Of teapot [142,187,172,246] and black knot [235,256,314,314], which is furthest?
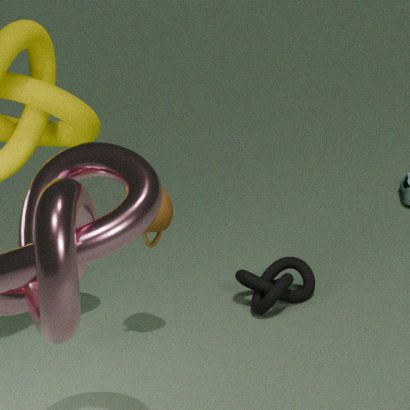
black knot [235,256,314,314]
